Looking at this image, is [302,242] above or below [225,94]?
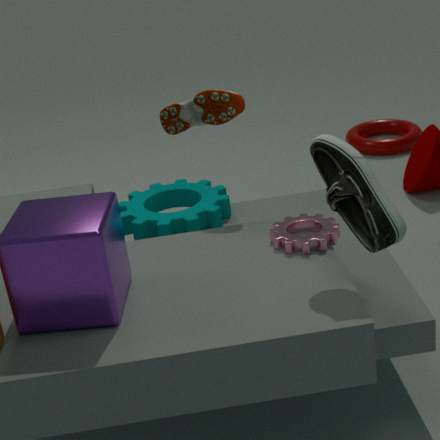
below
